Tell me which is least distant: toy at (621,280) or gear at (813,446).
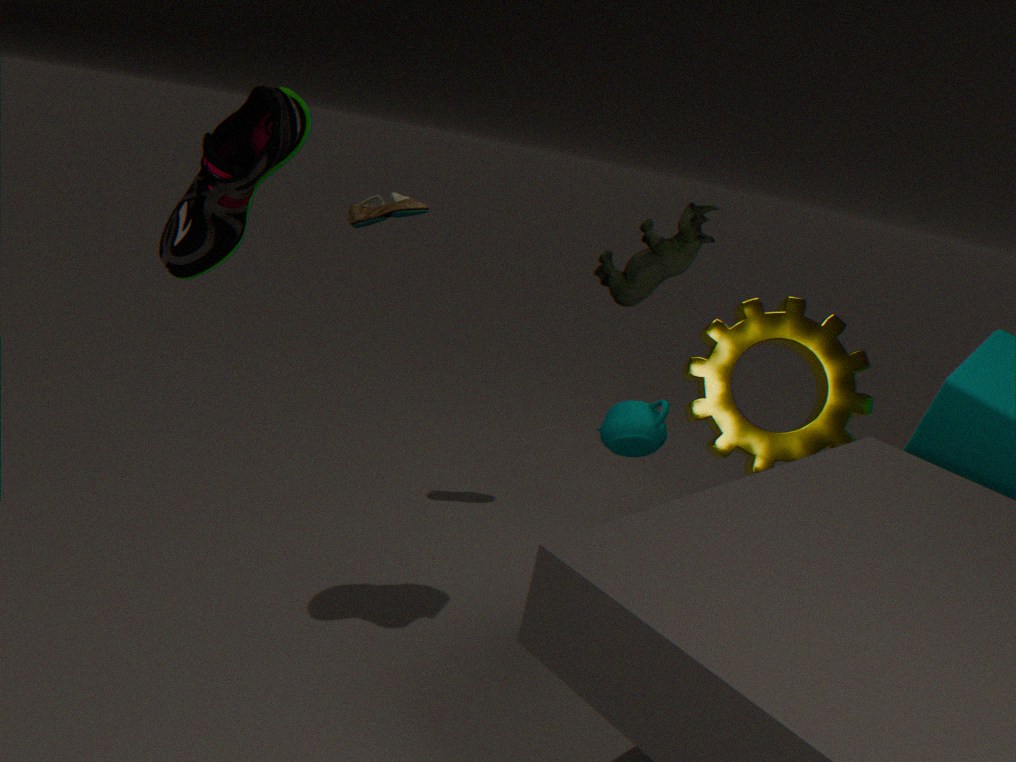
toy at (621,280)
